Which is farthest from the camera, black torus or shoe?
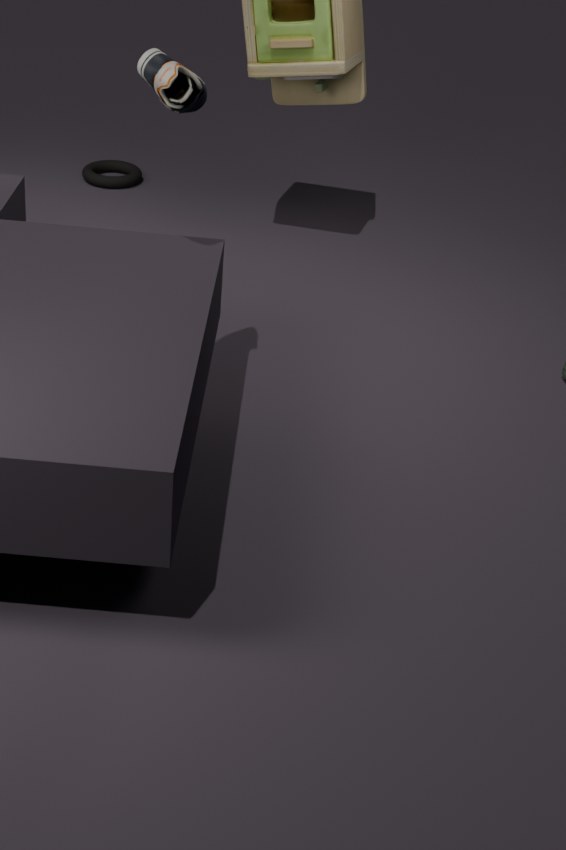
black torus
